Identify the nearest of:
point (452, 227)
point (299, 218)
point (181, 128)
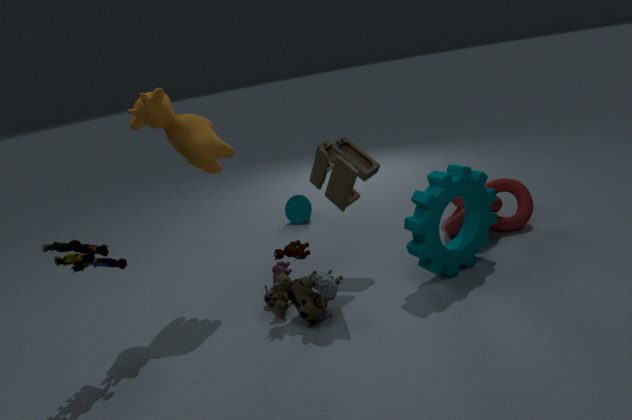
point (181, 128)
